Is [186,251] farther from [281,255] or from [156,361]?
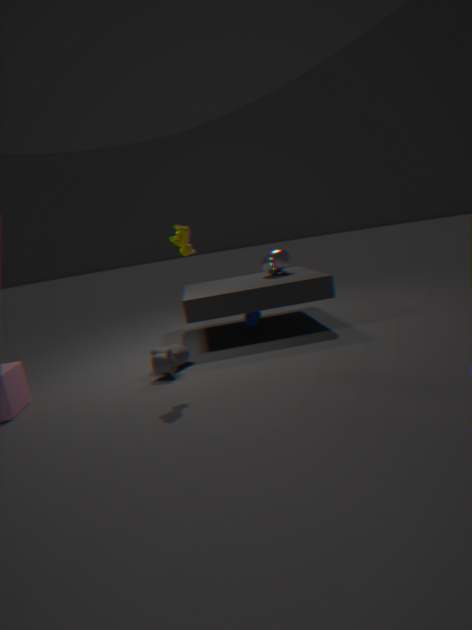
[281,255]
